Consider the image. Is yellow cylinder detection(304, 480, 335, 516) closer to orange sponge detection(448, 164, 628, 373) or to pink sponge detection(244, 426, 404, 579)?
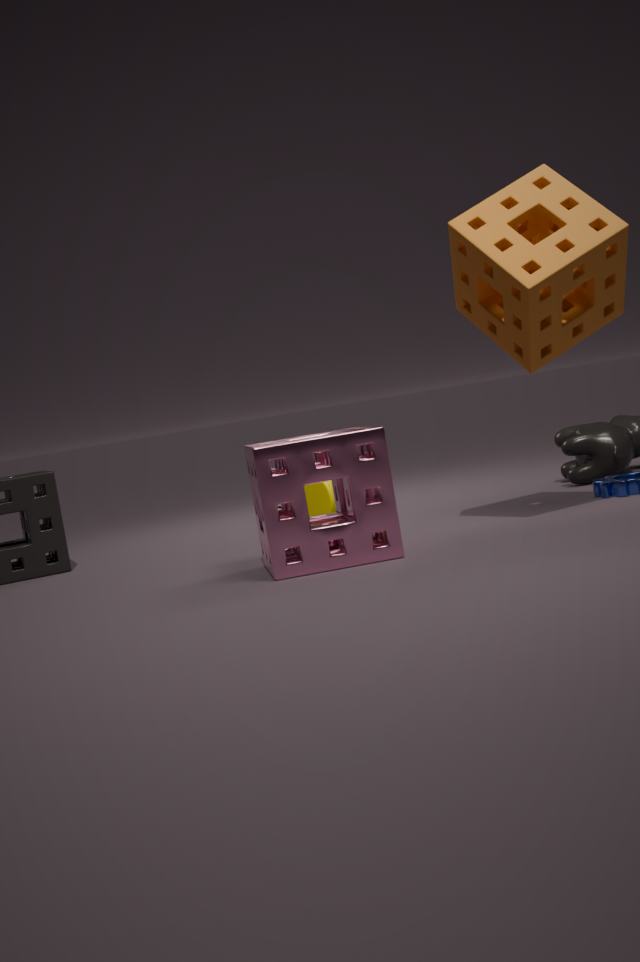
pink sponge detection(244, 426, 404, 579)
